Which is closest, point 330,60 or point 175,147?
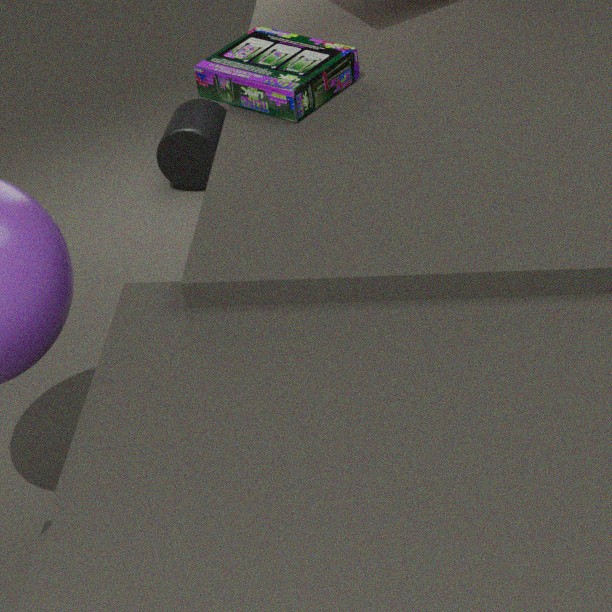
point 330,60
